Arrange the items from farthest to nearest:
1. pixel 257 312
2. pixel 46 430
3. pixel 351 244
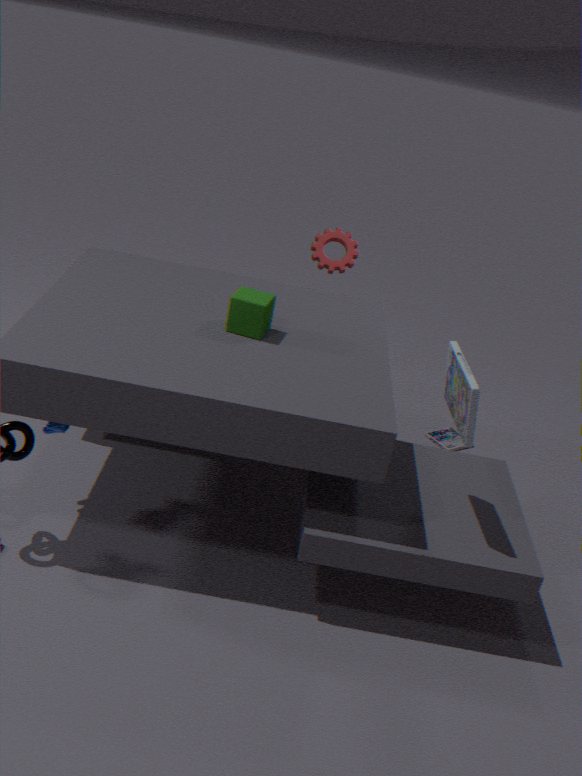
pixel 351 244 → pixel 46 430 → pixel 257 312
